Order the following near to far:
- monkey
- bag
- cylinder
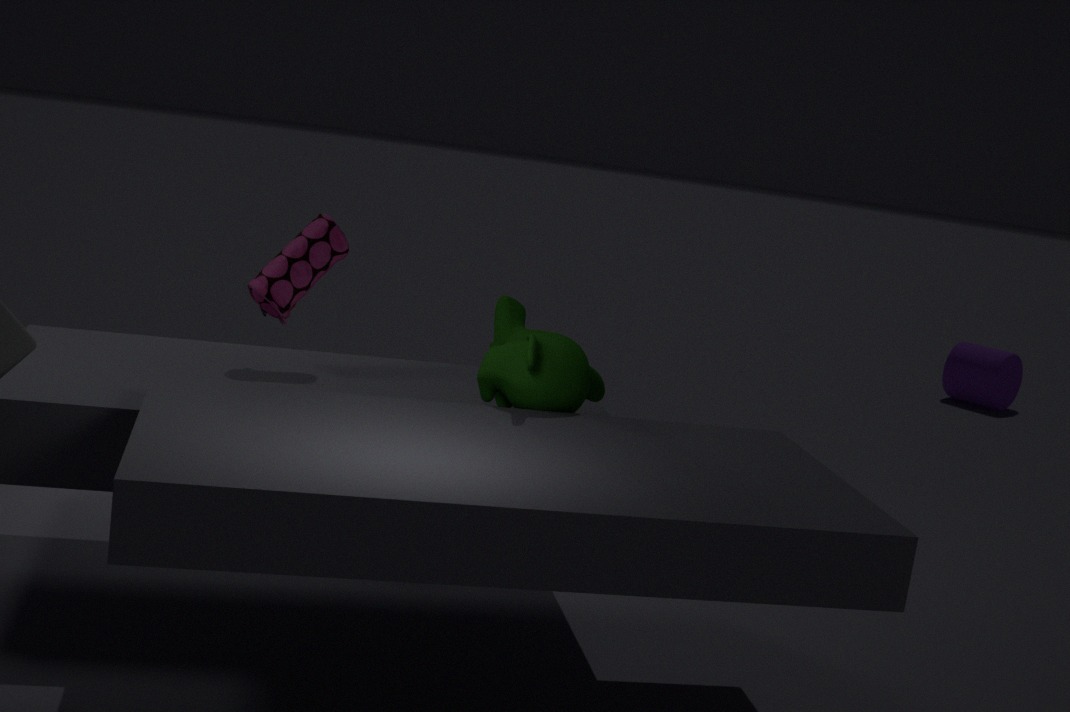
monkey < bag < cylinder
